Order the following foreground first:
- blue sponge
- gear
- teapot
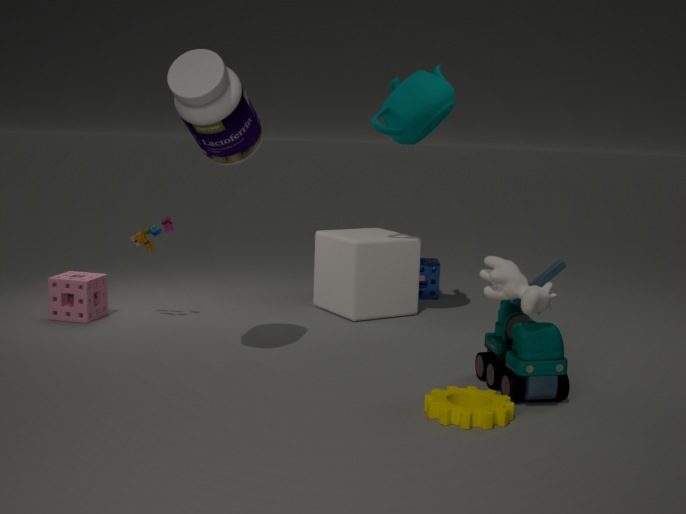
gear → teapot → blue sponge
